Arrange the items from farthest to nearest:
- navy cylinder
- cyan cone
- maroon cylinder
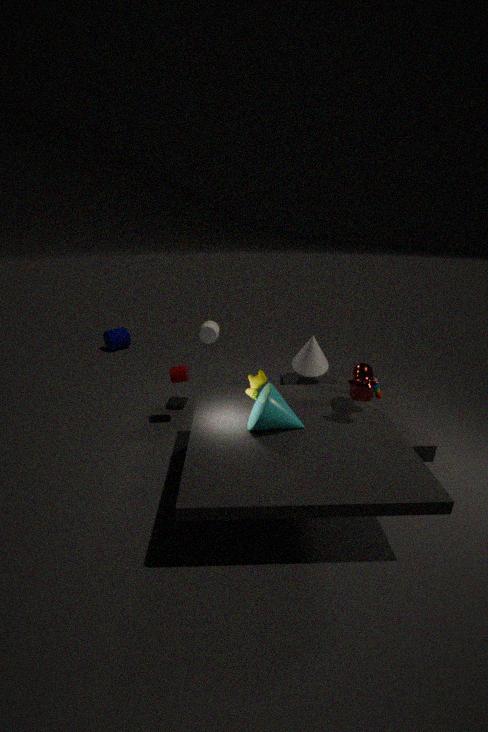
navy cylinder, maroon cylinder, cyan cone
